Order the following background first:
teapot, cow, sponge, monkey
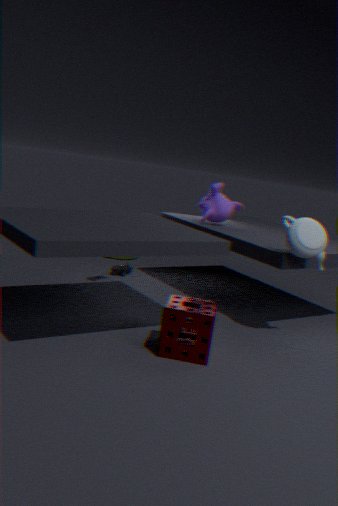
cow
monkey
teapot
sponge
